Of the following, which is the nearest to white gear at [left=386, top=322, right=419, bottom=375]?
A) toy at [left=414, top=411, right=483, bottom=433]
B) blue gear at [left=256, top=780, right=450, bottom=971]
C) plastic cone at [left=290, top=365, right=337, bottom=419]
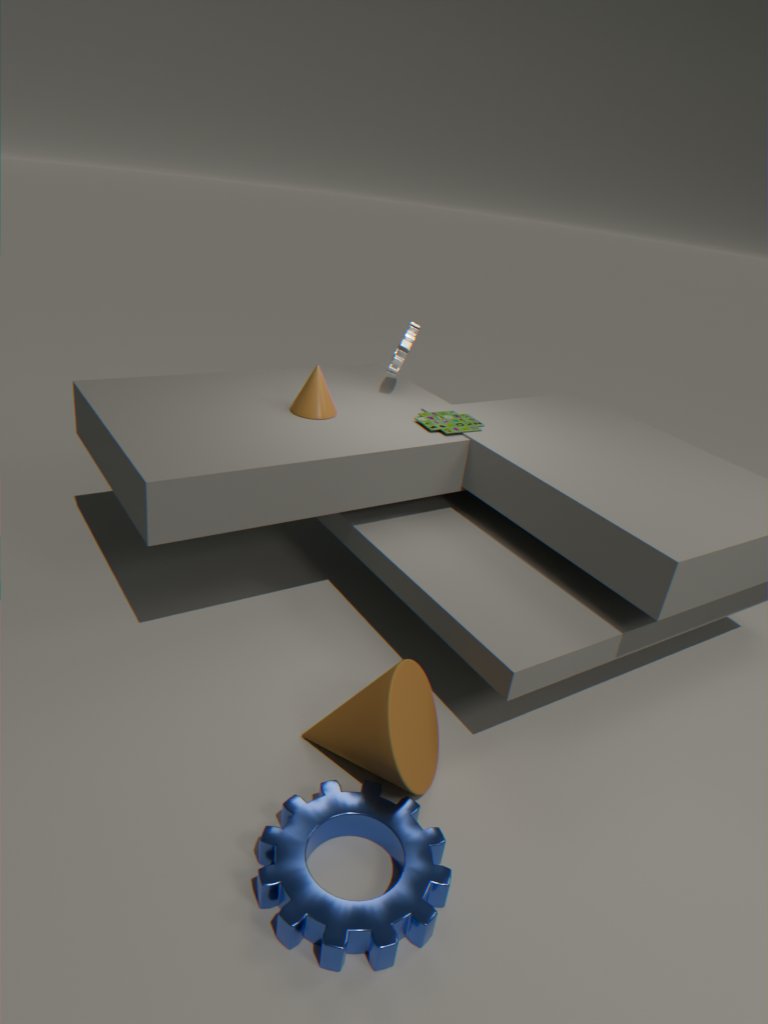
toy at [left=414, top=411, right=483, bottom=433]
